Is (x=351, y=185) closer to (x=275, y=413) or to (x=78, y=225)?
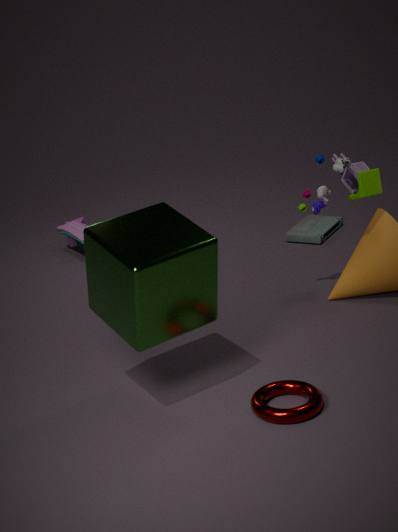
(x=275, y=413)
